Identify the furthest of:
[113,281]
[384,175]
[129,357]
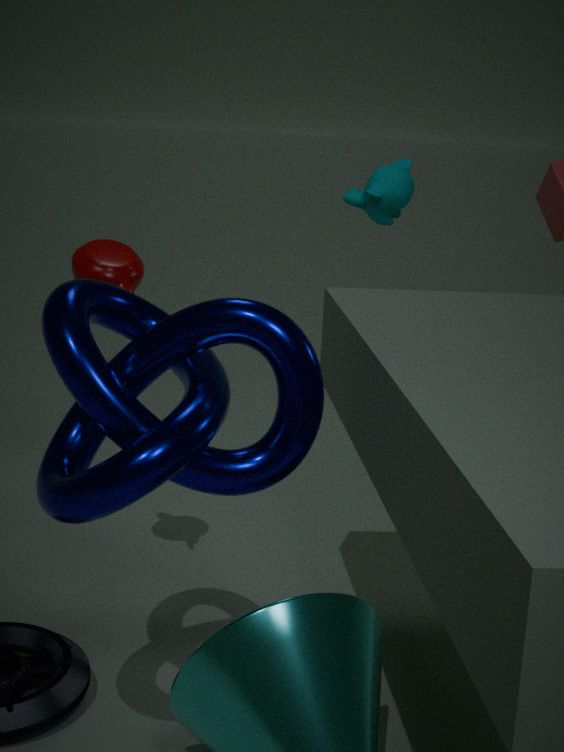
[384,175]
